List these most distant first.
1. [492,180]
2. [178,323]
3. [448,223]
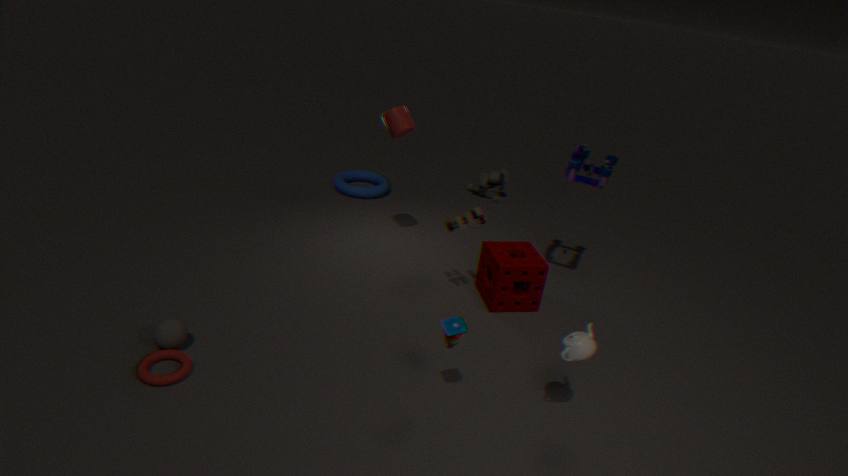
[492,180]
[448,223]
[178,323]
